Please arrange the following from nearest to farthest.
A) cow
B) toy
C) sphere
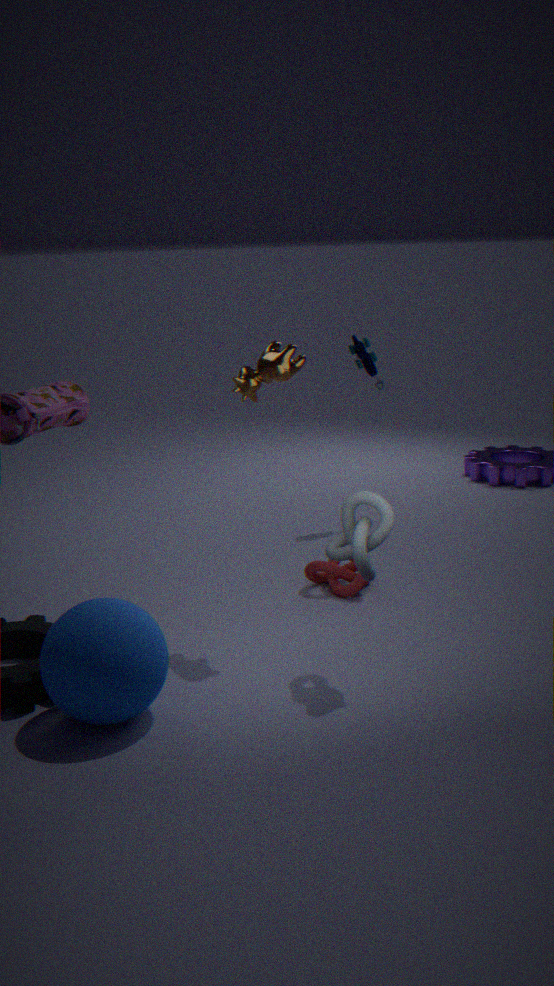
1. sphere
2. cow
3. toy
